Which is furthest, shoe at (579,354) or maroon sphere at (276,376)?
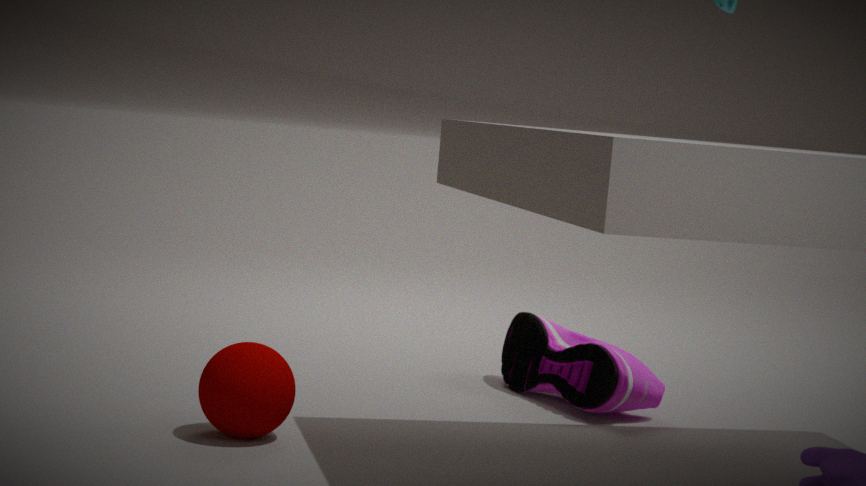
shoe at (579,354)
